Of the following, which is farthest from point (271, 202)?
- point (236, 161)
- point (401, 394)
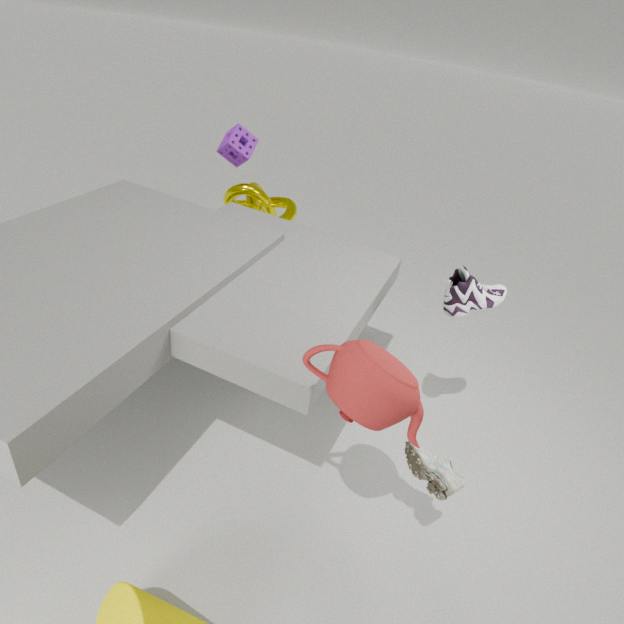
point (401, 394)
